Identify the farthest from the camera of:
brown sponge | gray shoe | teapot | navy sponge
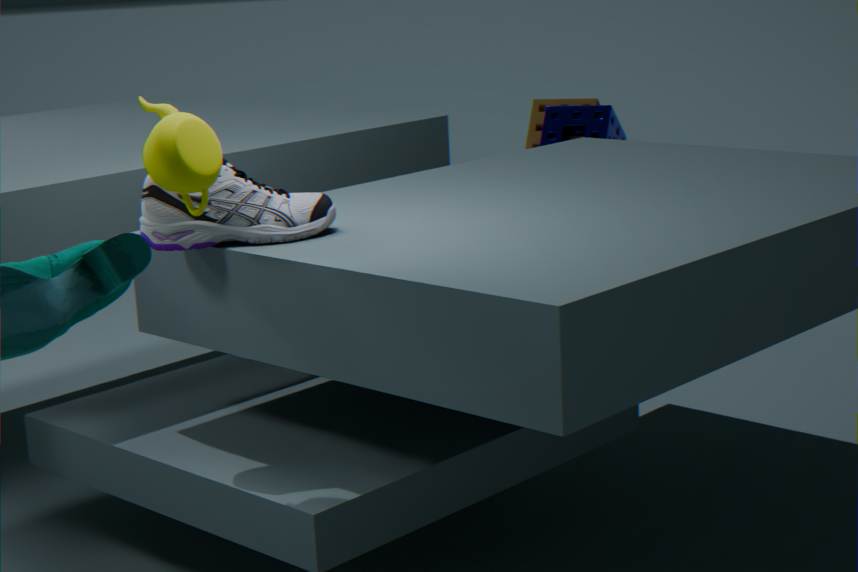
brown sponge
